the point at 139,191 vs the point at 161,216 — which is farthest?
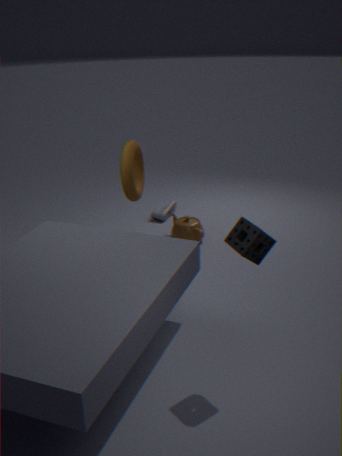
the point at 161,216
